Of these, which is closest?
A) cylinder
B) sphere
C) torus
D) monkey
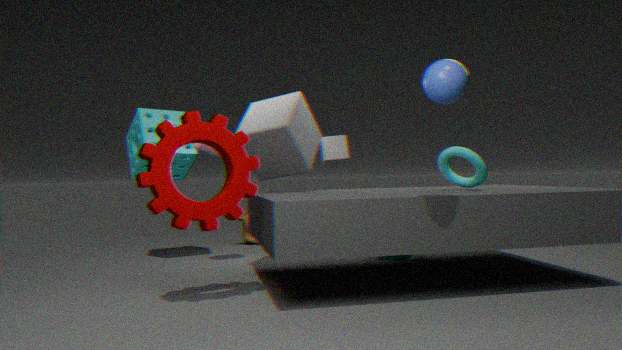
sphere
